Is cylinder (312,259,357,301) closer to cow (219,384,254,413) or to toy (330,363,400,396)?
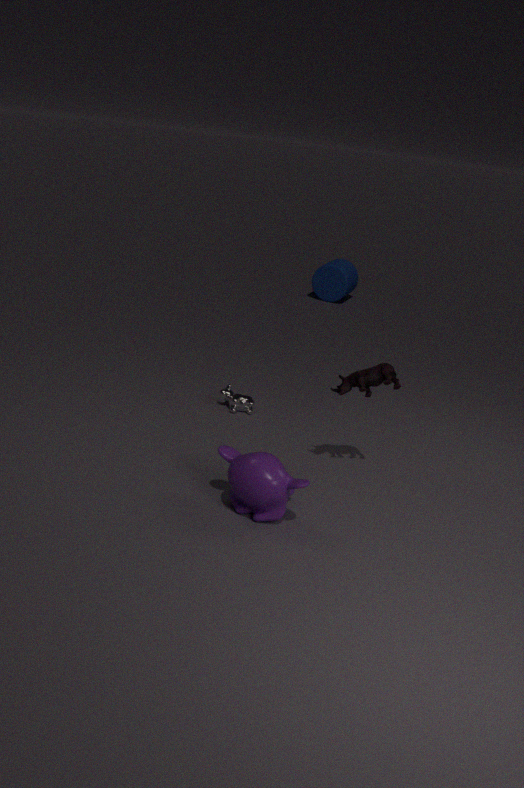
cow (219,384,254,413)
